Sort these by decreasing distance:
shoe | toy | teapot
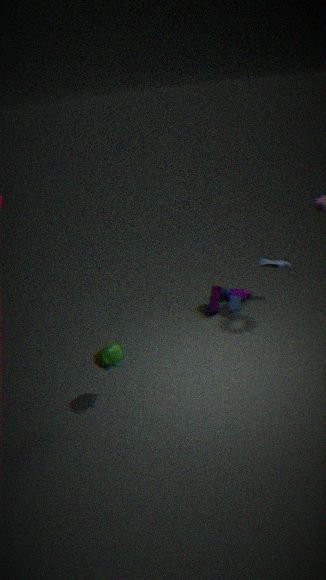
toy < shoe < teapot
